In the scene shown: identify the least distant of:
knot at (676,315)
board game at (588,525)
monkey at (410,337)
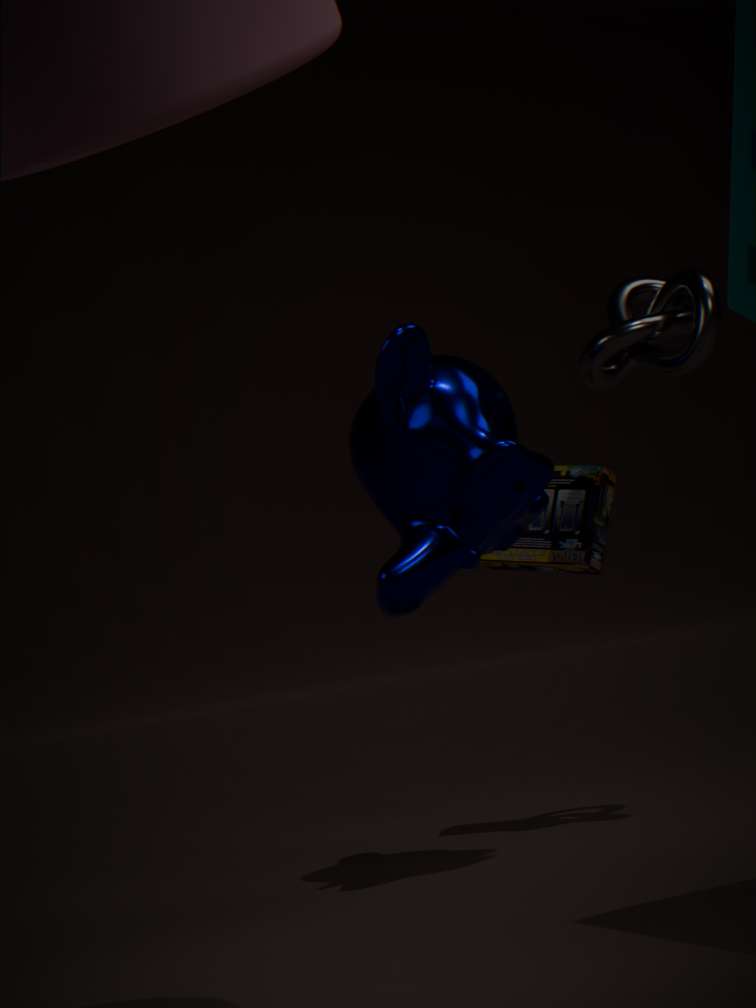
monkey at (410,337)
